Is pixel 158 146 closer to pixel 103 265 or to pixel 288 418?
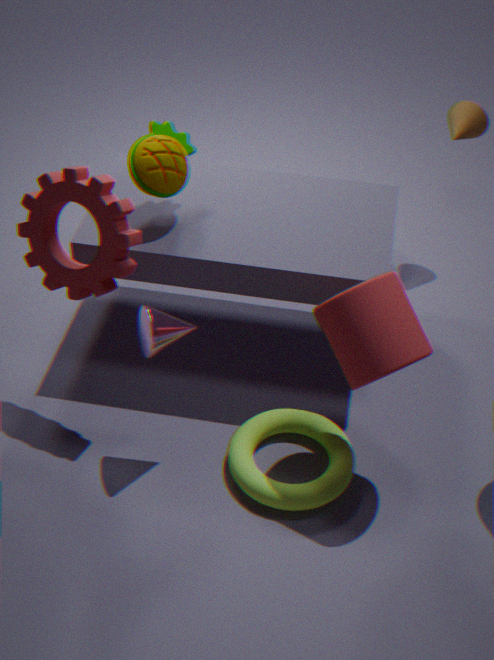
pixel 103 265
